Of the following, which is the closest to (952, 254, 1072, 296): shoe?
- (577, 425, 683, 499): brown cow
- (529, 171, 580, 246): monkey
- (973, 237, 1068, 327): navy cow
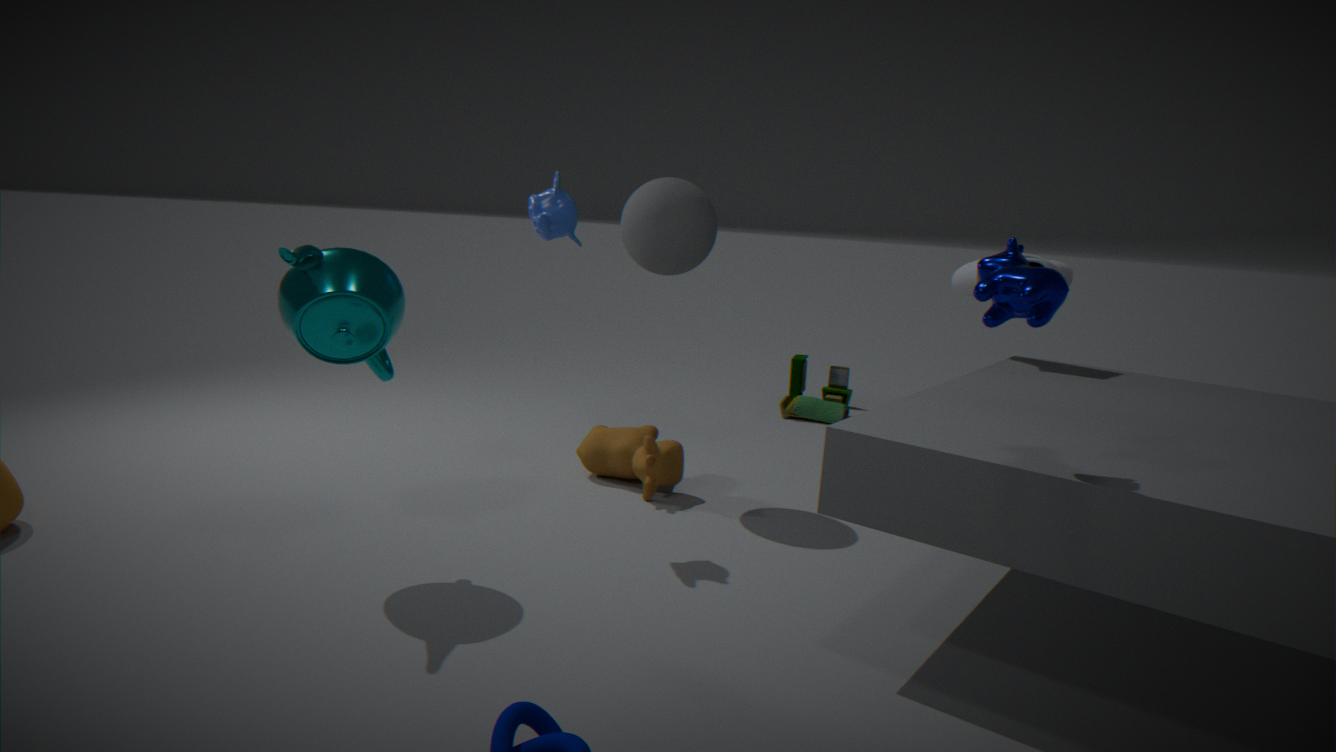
(577, 425, 683, 499): brown cow
